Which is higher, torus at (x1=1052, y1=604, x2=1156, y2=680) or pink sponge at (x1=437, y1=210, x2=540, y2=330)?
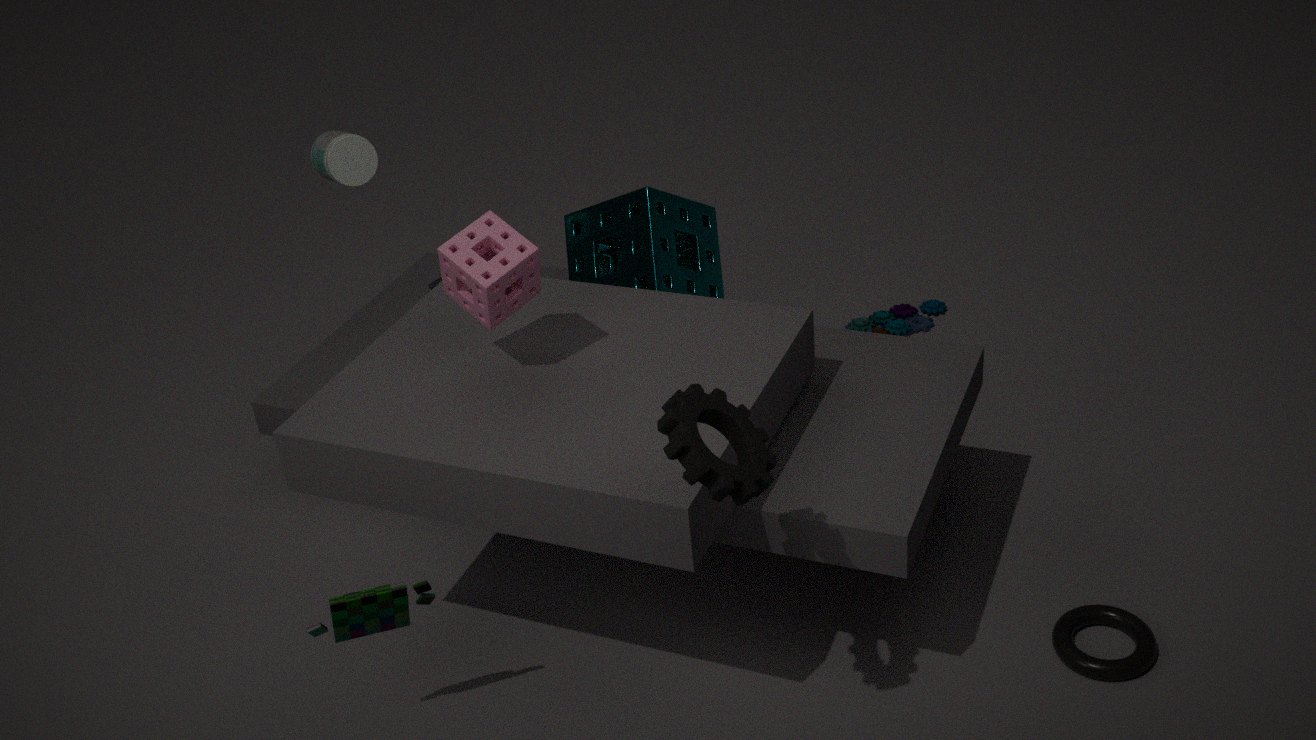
pink sponge at (x1=437, y1=210, x2=540, y2=330)
